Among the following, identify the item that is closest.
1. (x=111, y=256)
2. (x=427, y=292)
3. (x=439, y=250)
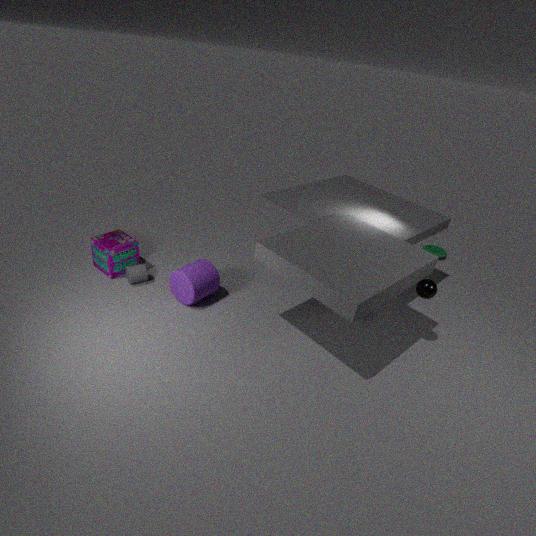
(x=427, y=292)
